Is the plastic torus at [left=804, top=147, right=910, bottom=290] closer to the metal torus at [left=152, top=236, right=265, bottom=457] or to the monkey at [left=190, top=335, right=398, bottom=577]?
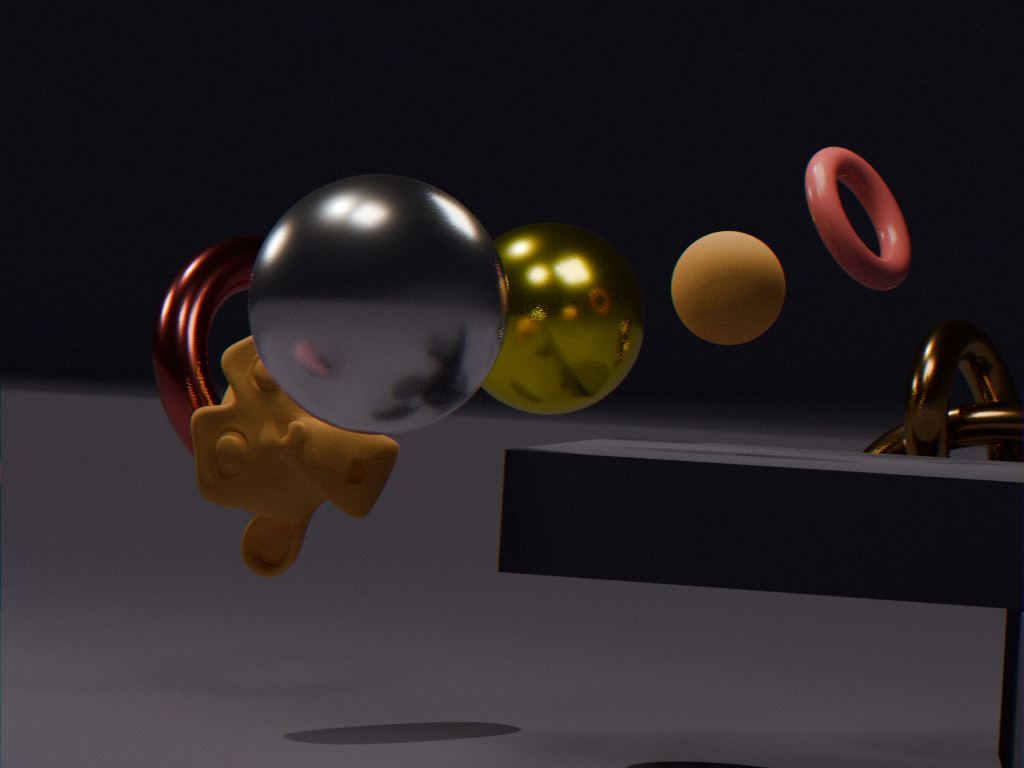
the monkey at [left=190, top=335, right=398, bottom=577]
